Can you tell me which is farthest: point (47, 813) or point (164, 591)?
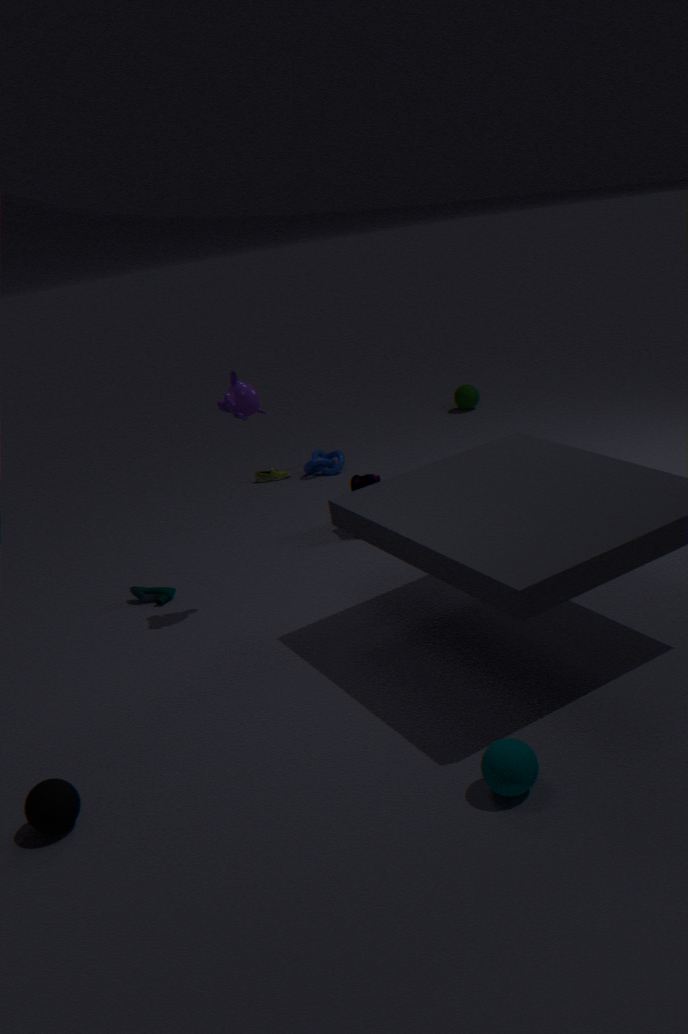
point (164, 591)
